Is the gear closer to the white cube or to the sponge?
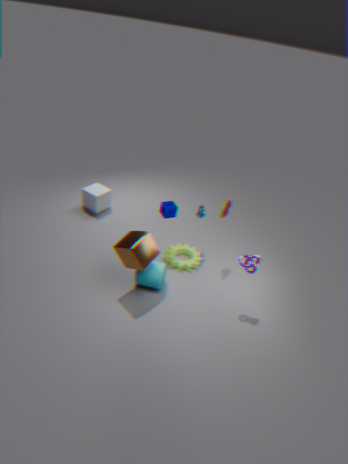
the sponge
